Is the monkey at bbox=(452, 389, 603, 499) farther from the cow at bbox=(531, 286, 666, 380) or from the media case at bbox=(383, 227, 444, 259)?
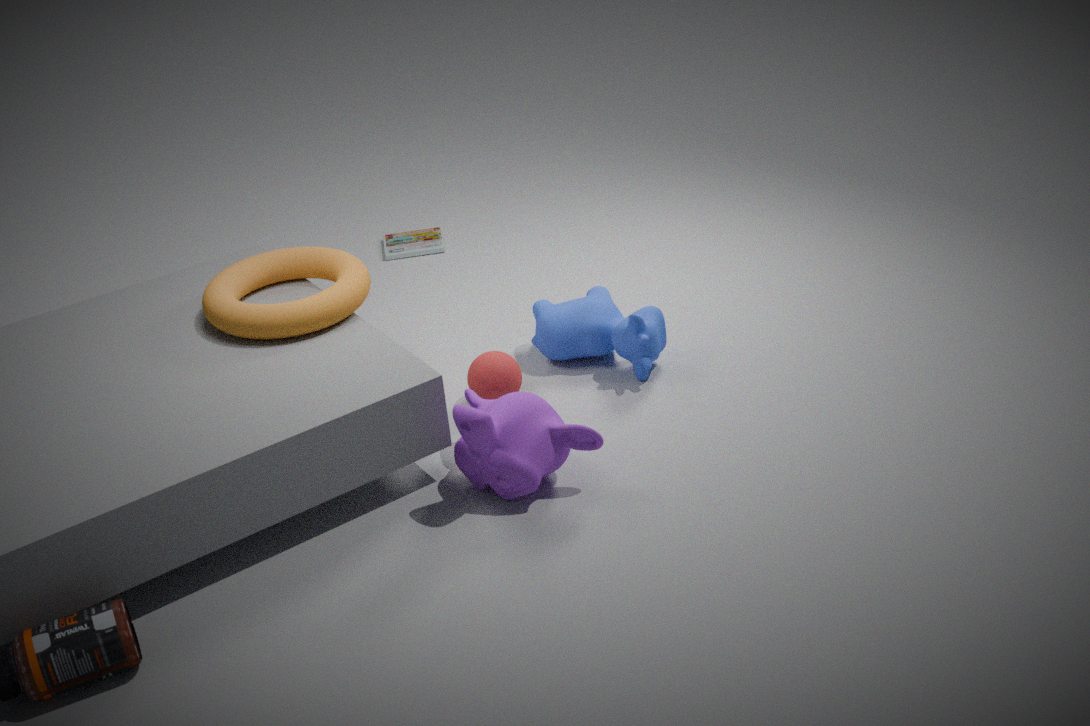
the media case at bbox=(383, 227, 444, 259)
